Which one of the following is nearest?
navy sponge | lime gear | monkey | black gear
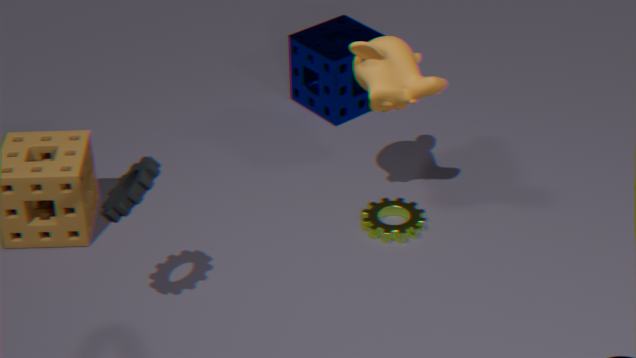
black gear
